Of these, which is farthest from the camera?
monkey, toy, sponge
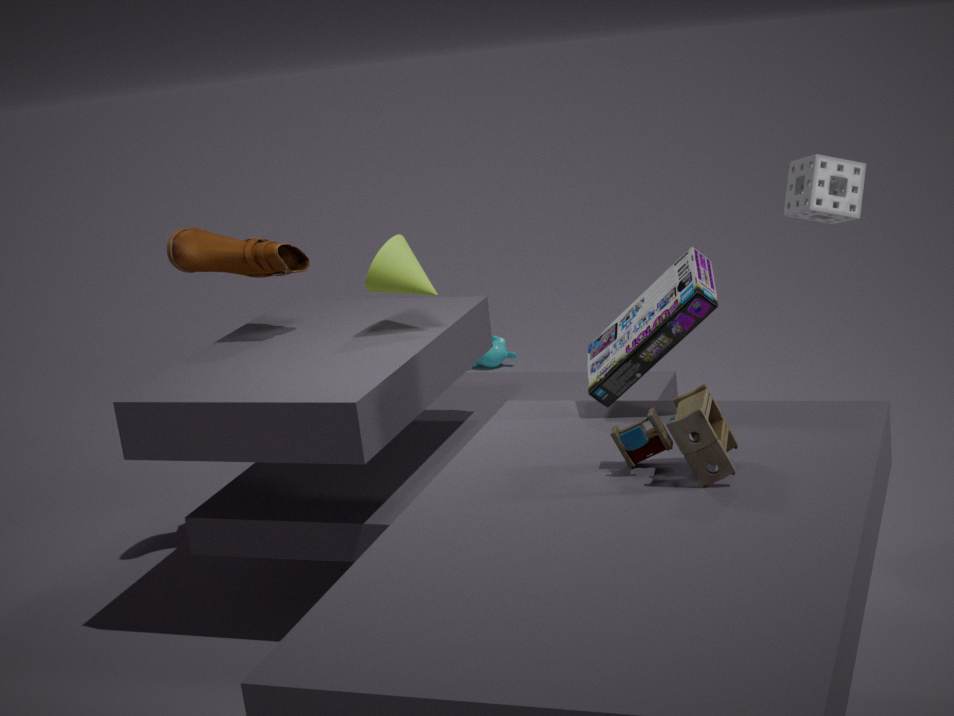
monkey
